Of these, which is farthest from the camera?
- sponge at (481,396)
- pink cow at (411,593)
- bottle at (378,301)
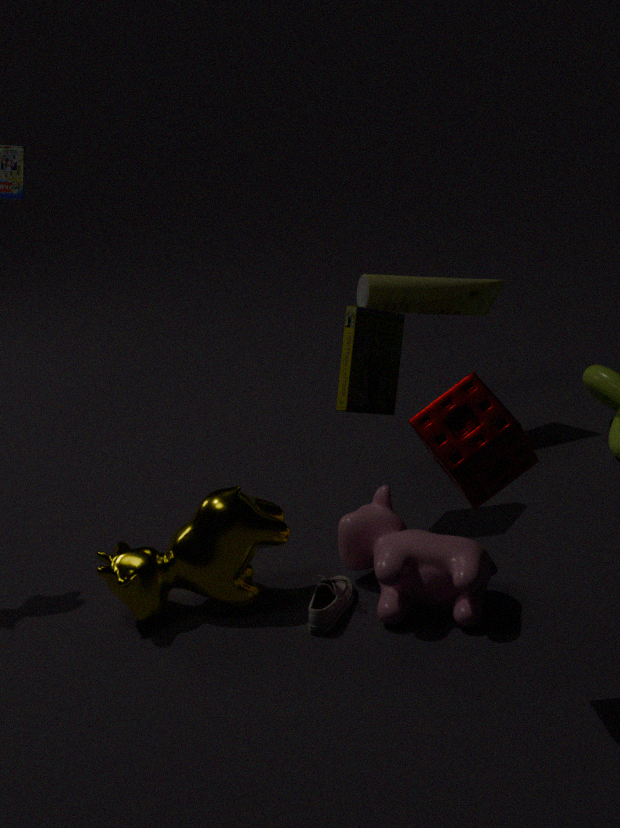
bottle at (378,301)
